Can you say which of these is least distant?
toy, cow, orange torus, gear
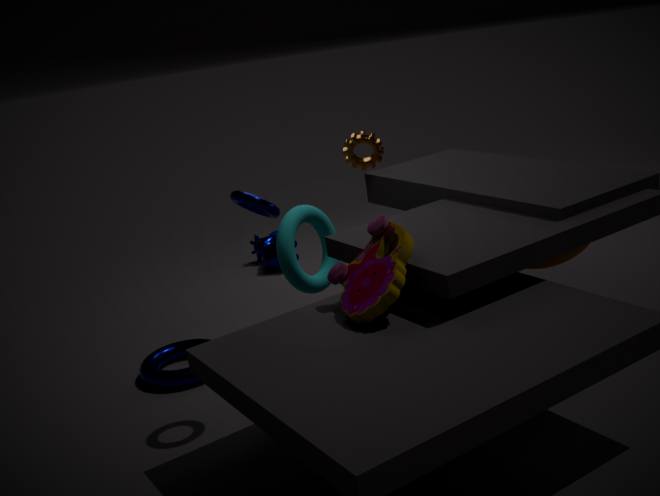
toy
